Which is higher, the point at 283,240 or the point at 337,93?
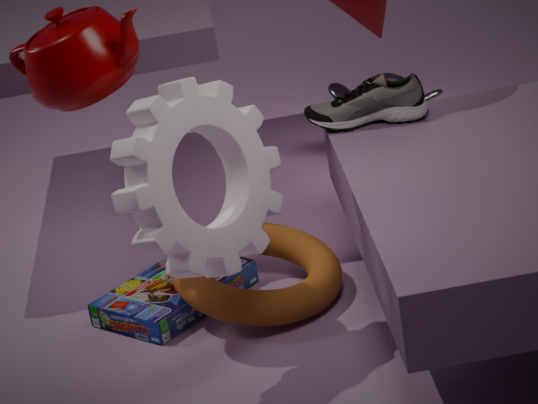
the point at 337,93
